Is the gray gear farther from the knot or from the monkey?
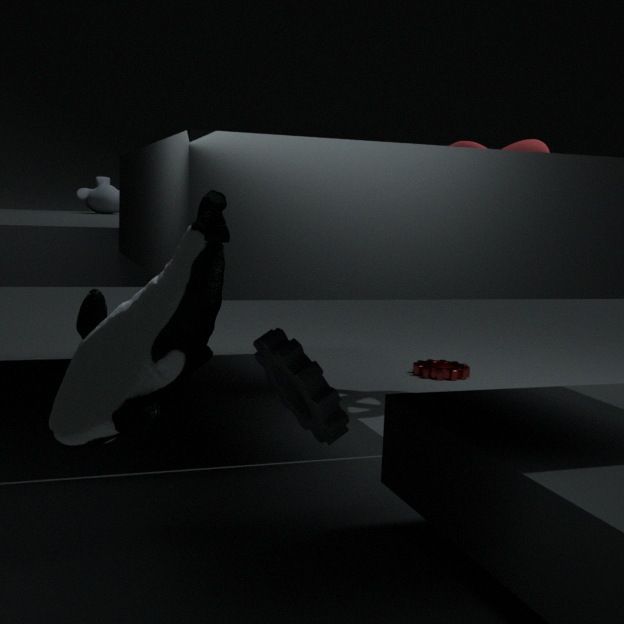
the monkey
